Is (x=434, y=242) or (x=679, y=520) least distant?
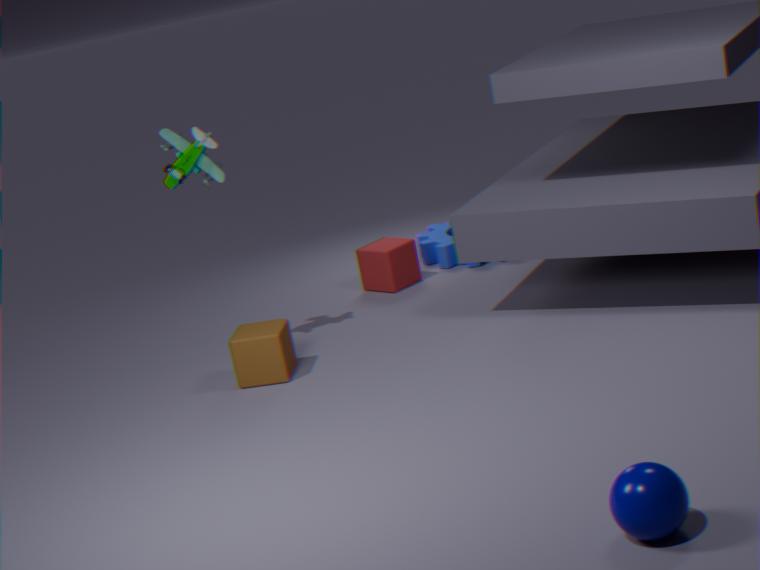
(x=679, y=520)
